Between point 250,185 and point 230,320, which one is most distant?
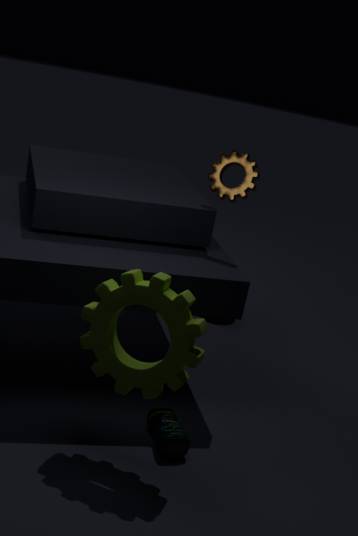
point 230,320
